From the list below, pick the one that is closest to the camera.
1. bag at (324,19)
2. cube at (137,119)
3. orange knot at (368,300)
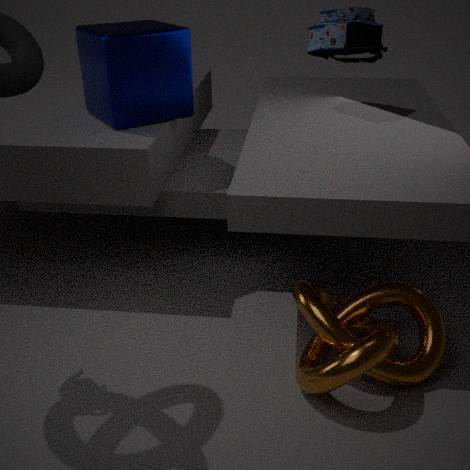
orange knot at (368,300)
